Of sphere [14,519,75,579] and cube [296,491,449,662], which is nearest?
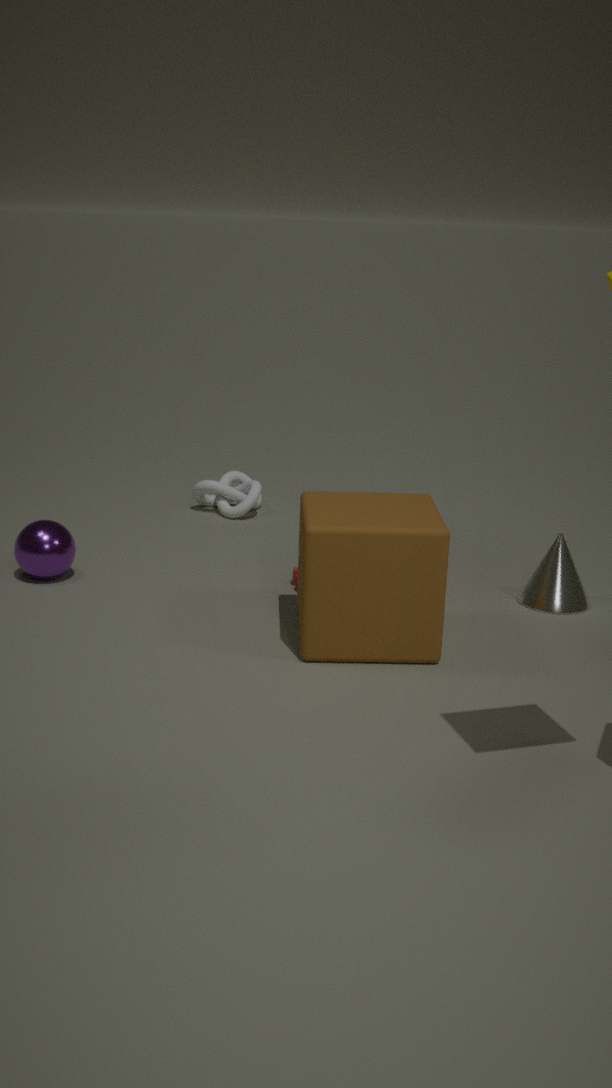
cube [296,491,449,662]
